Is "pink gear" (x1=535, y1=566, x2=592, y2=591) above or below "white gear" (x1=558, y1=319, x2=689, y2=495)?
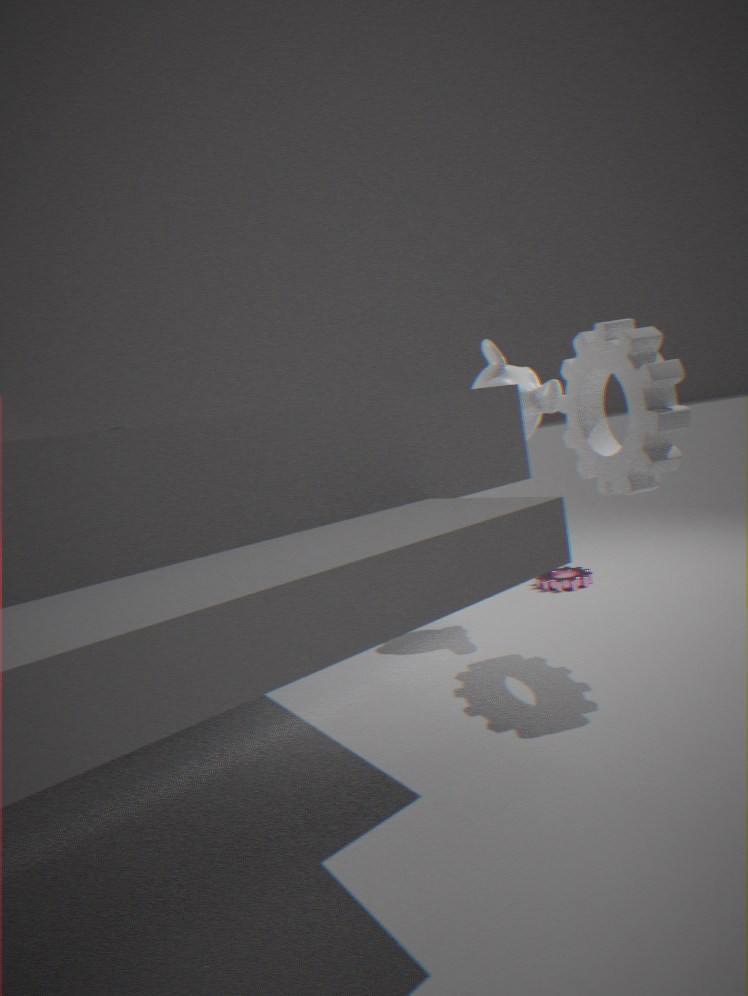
below
